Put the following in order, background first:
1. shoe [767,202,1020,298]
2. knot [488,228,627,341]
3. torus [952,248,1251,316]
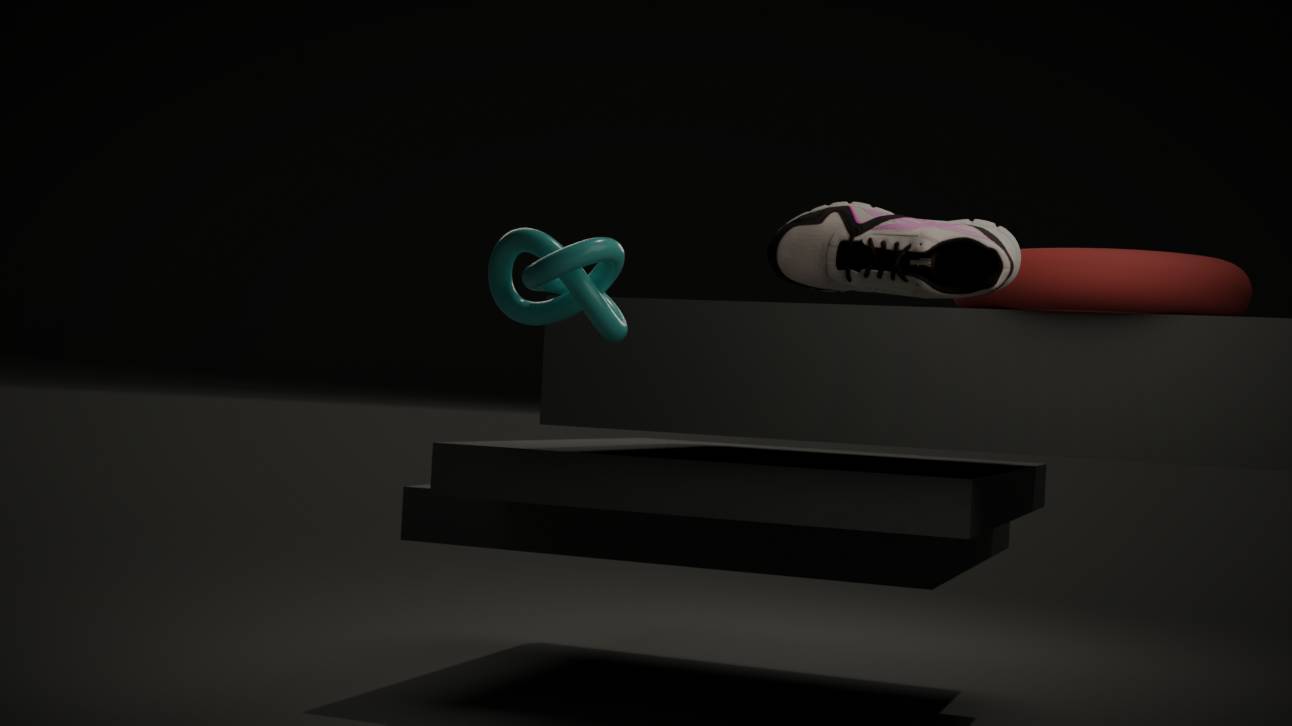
torus [952,248,1251,316] → knot [488,228,627,341] → shoe [767,202,1020,298]
